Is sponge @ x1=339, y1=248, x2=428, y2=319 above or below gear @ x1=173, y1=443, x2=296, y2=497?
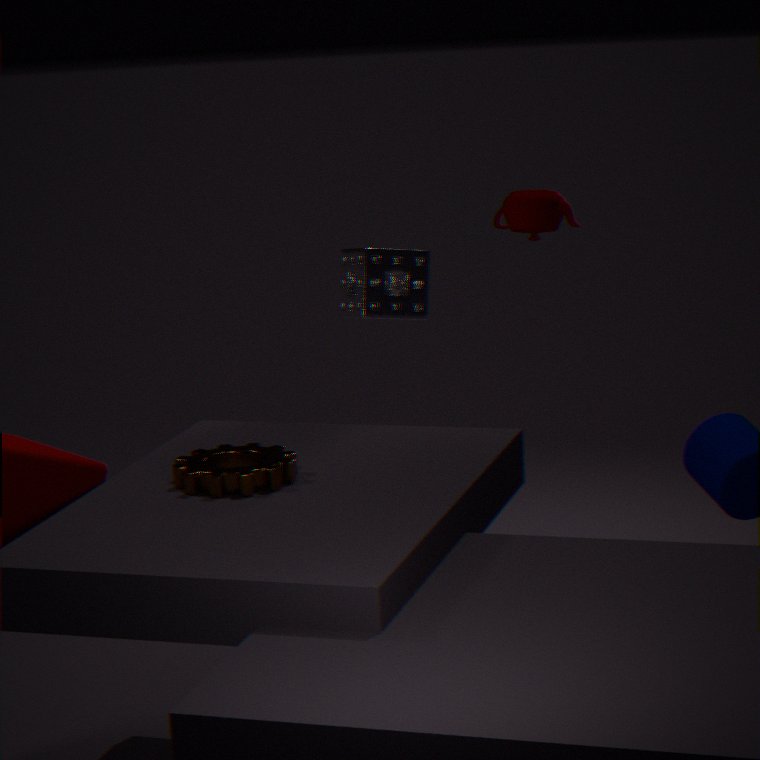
above
